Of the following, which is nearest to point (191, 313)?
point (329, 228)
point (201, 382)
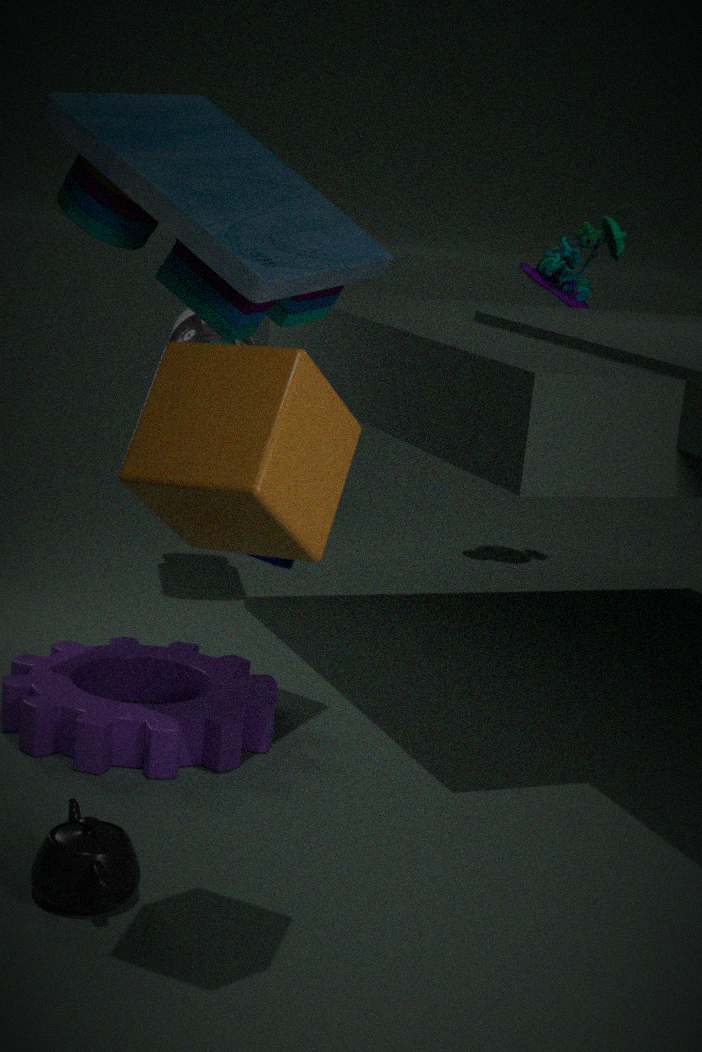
point (329, 228)
